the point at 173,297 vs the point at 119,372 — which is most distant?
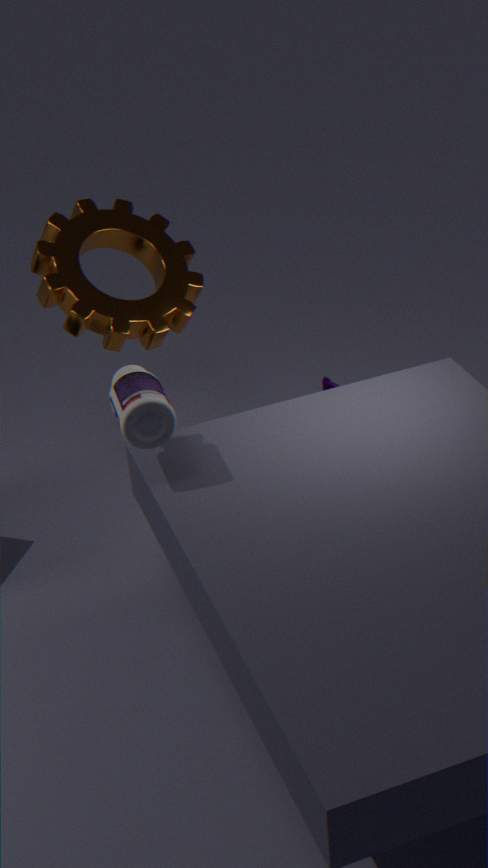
the point at 173,297
